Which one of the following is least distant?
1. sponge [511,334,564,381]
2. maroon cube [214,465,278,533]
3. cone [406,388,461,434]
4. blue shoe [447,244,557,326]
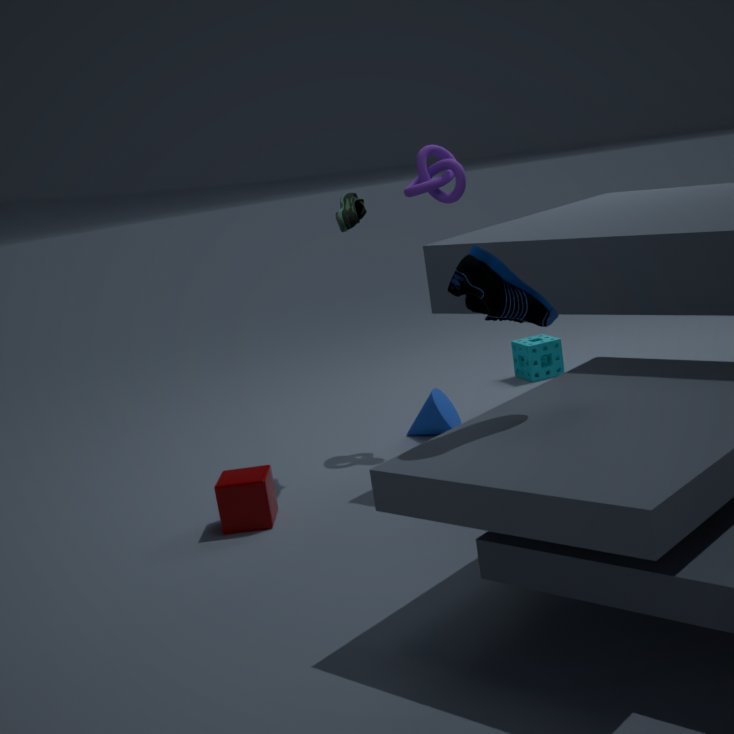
blue shoe [447,244,557,326]
